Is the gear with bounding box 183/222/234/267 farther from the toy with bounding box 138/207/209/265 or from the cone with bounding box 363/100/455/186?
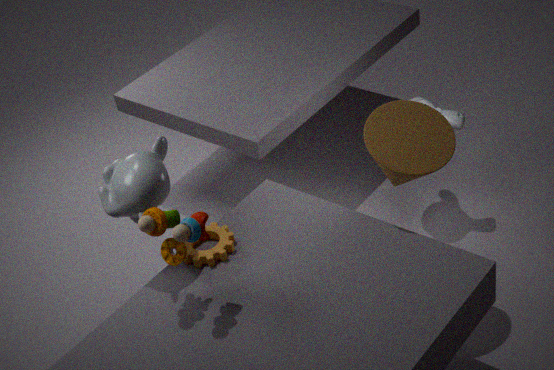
the cone with bounding box 363/100/455/186
